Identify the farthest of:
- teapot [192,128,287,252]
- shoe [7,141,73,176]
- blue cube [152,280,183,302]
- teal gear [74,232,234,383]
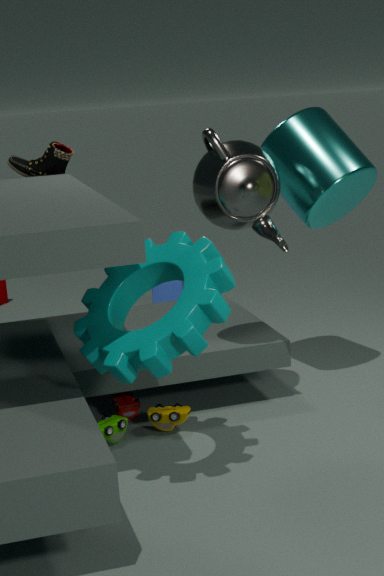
blue cube [152,280,183,302]
